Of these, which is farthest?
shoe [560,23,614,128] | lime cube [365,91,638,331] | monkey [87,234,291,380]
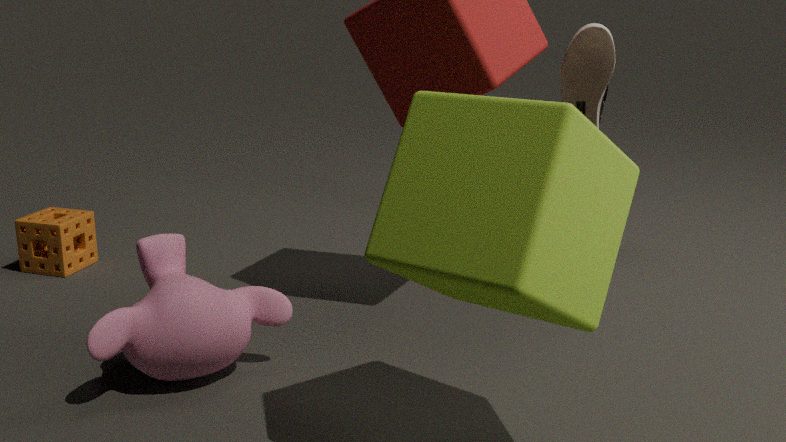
shoe [560,23,614,128]
